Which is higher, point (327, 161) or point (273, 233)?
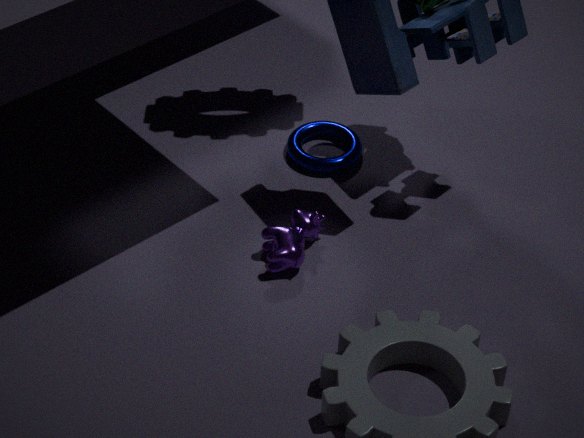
point (273, 233)
